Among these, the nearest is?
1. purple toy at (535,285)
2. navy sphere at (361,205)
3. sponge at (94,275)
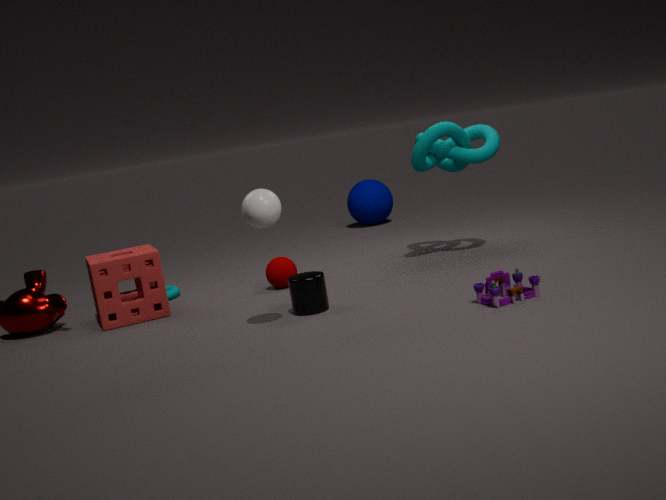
purple toy at (535,285)
